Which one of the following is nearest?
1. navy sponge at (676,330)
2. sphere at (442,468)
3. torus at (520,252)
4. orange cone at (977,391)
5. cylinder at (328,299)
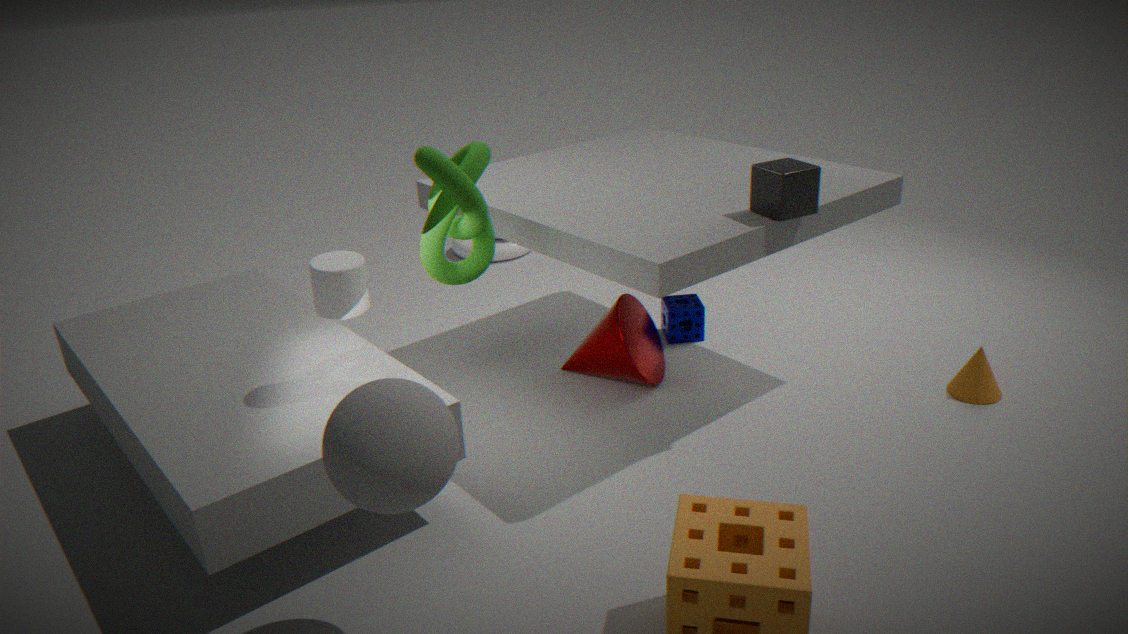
sphere at (442,468)
